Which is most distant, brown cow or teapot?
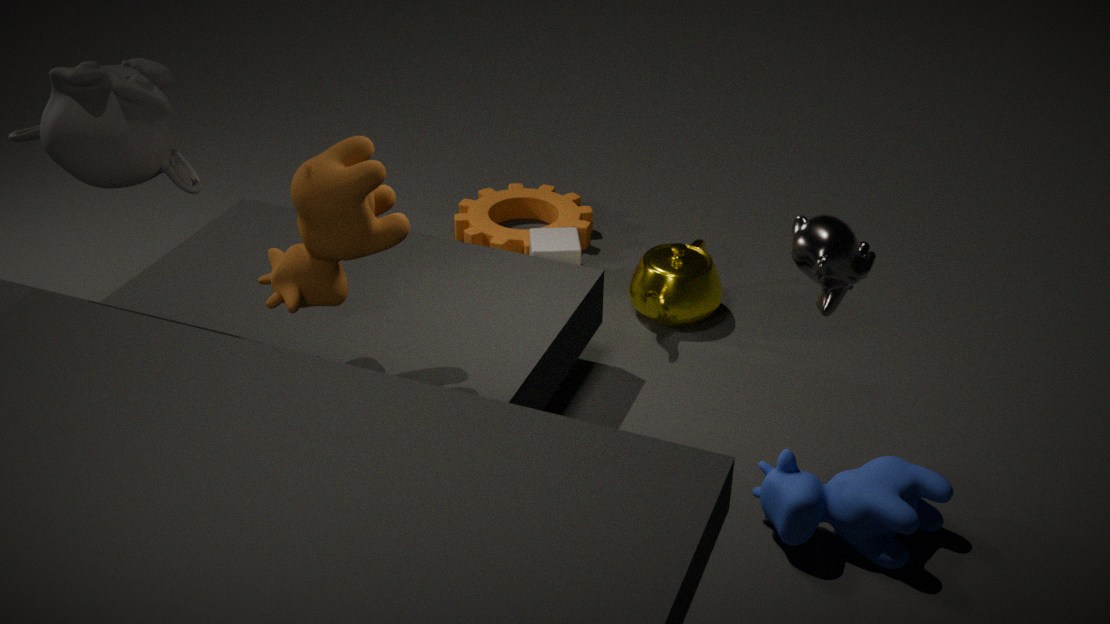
teapot
